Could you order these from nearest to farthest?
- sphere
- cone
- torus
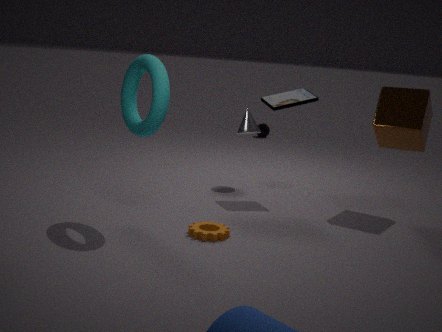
torus → cone → sphere
